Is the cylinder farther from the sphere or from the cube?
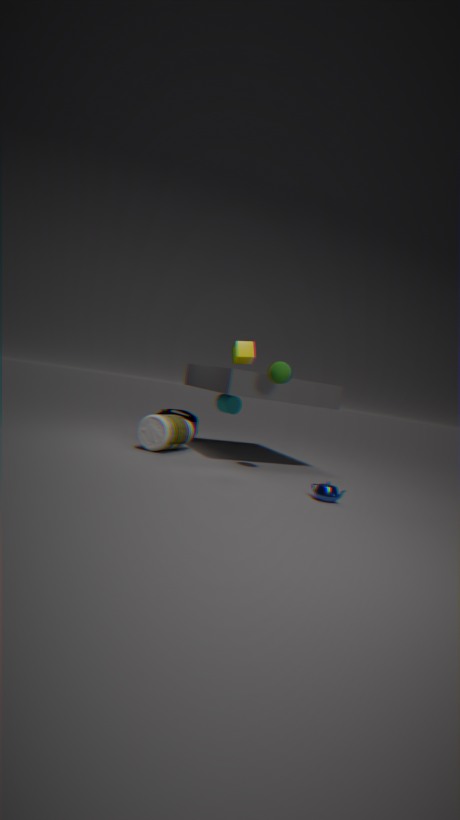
the sphere
